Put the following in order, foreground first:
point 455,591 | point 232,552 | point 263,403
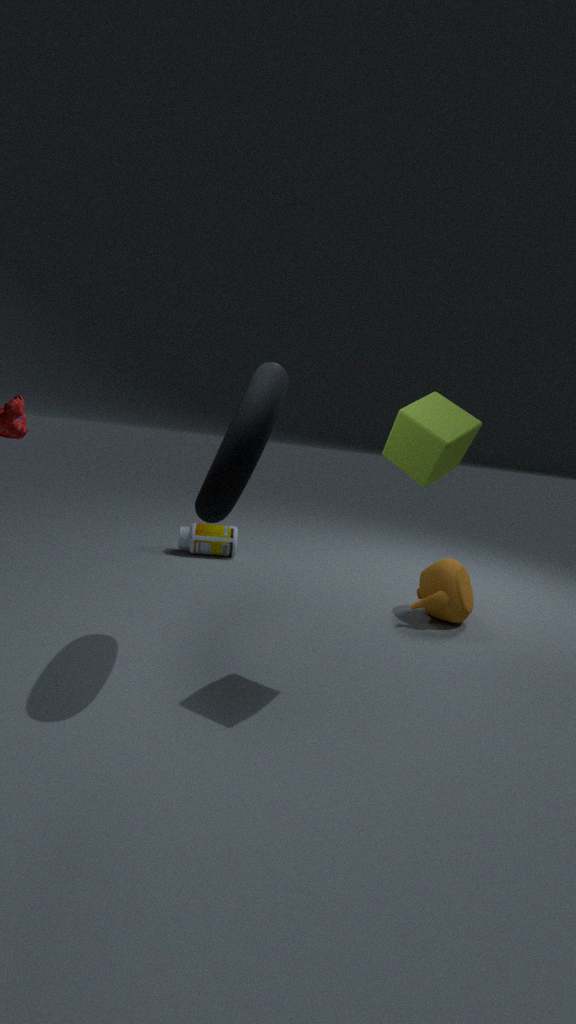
point 263,403 < point 455,591 < point 232,552
